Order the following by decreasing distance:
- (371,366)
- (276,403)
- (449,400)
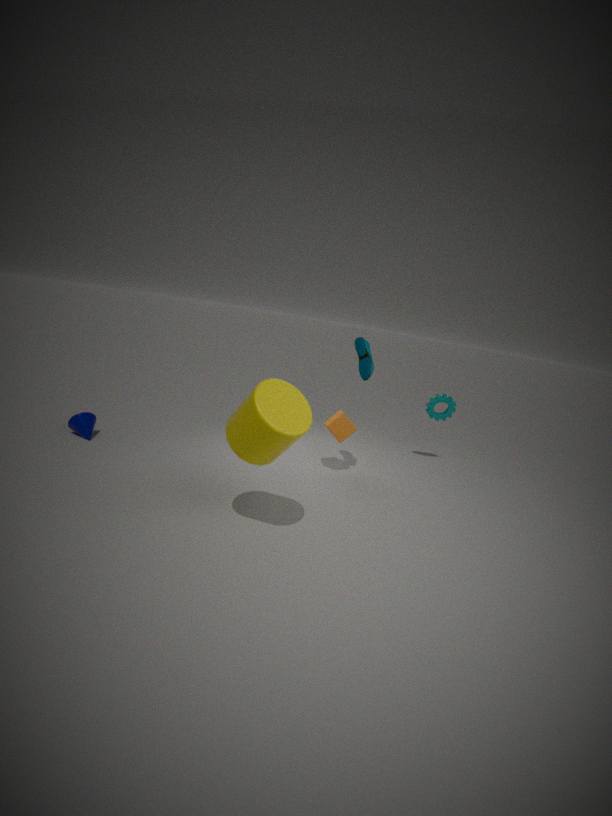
(449,400)
(371,366)
(276,403)
